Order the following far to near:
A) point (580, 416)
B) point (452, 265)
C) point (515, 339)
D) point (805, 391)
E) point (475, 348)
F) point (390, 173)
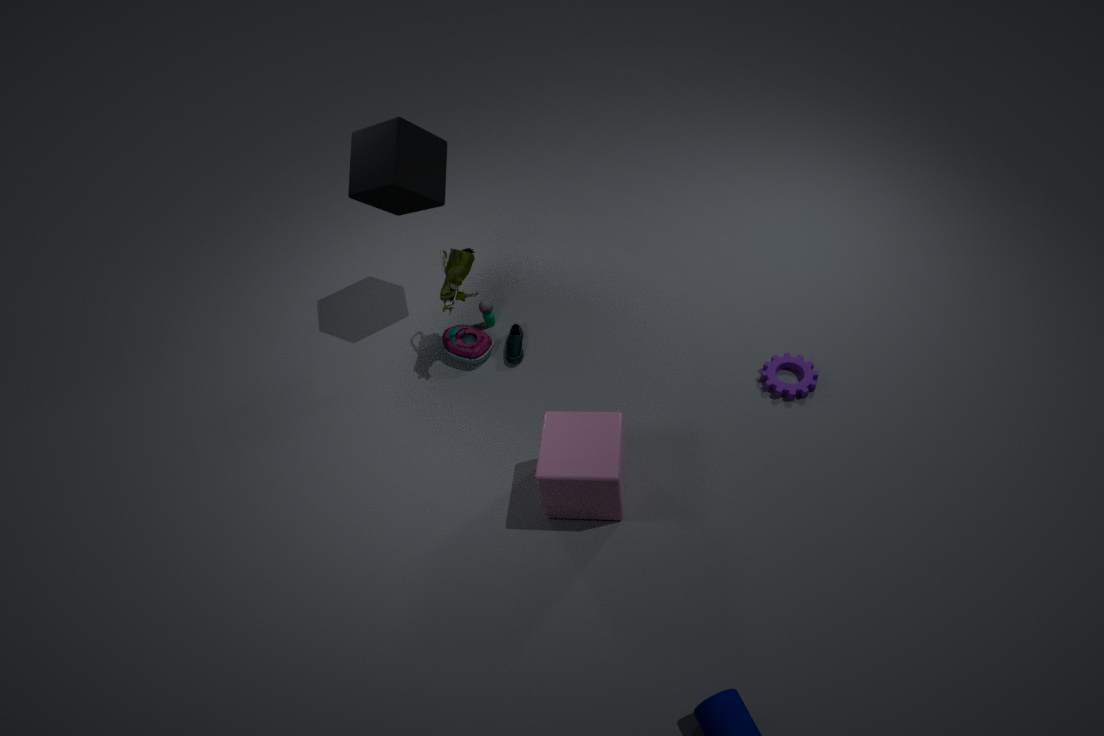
point (515, 339), point (475, 348), point (452, 265), point (805, 391), point (390, 173), point (580, 416)
